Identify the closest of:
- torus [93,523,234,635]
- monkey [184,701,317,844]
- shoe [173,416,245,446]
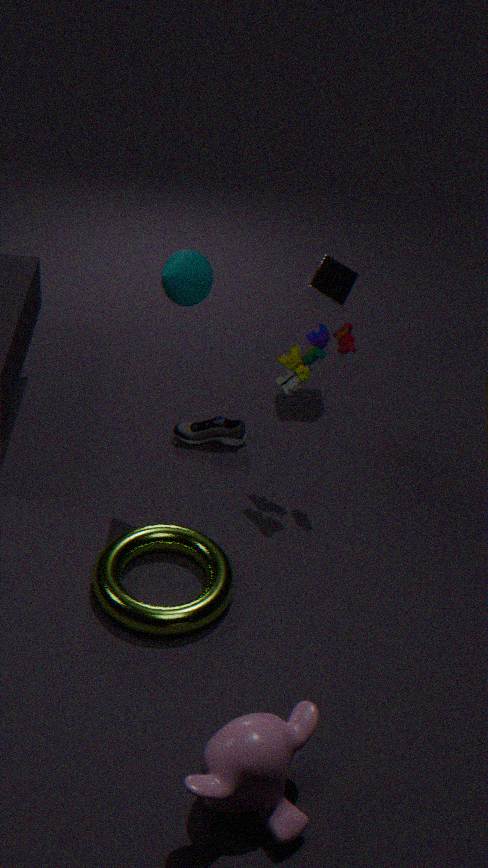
monkey [184,701,317,844]
